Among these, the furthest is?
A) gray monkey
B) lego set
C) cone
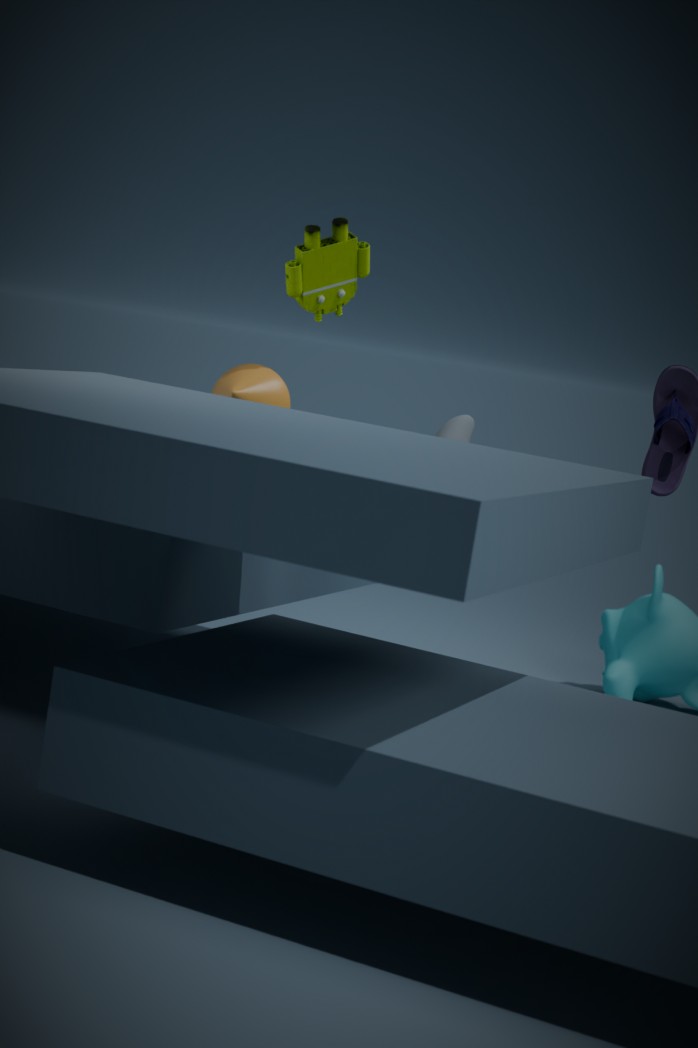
cone
